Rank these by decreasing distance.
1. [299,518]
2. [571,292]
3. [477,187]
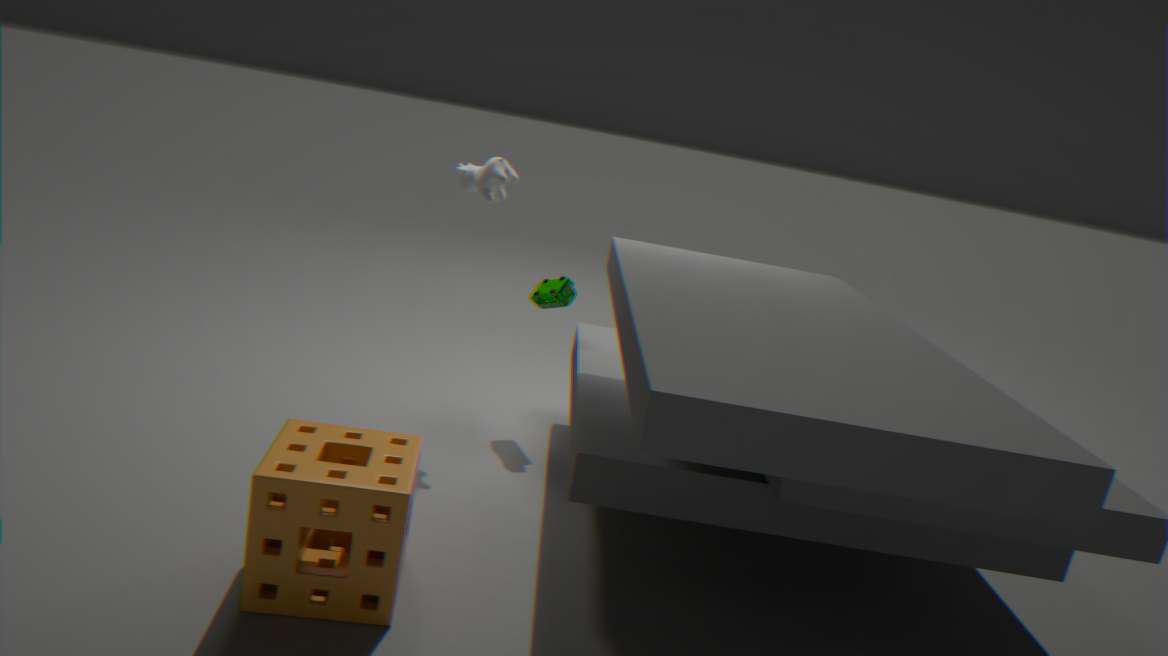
[571,292] → [477,187] → [299,518]
